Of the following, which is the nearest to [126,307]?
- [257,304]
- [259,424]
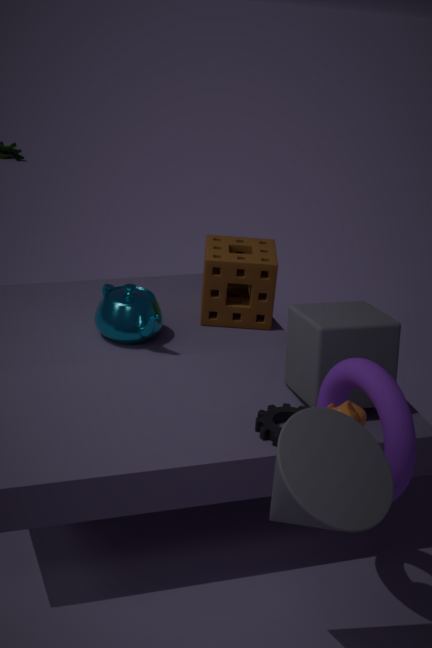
[257,304]
